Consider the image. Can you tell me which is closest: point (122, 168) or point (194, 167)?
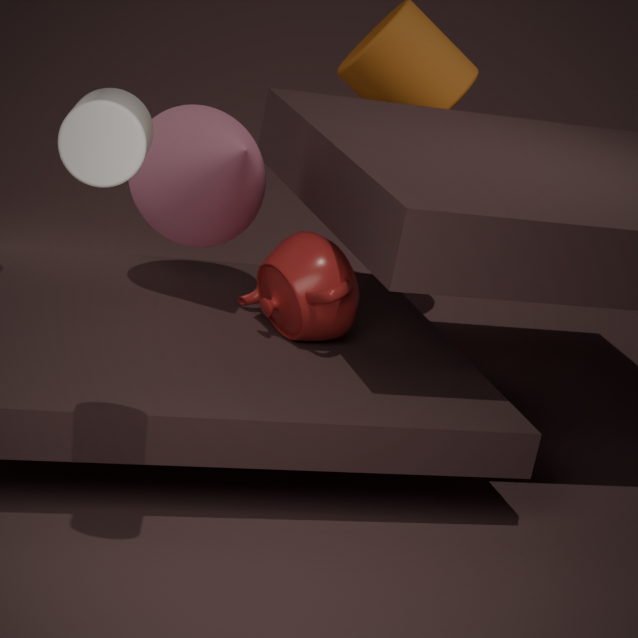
point (122, 168)
